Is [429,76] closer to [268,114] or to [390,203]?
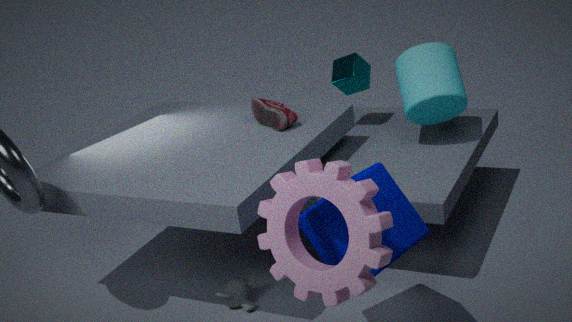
[268,114]
